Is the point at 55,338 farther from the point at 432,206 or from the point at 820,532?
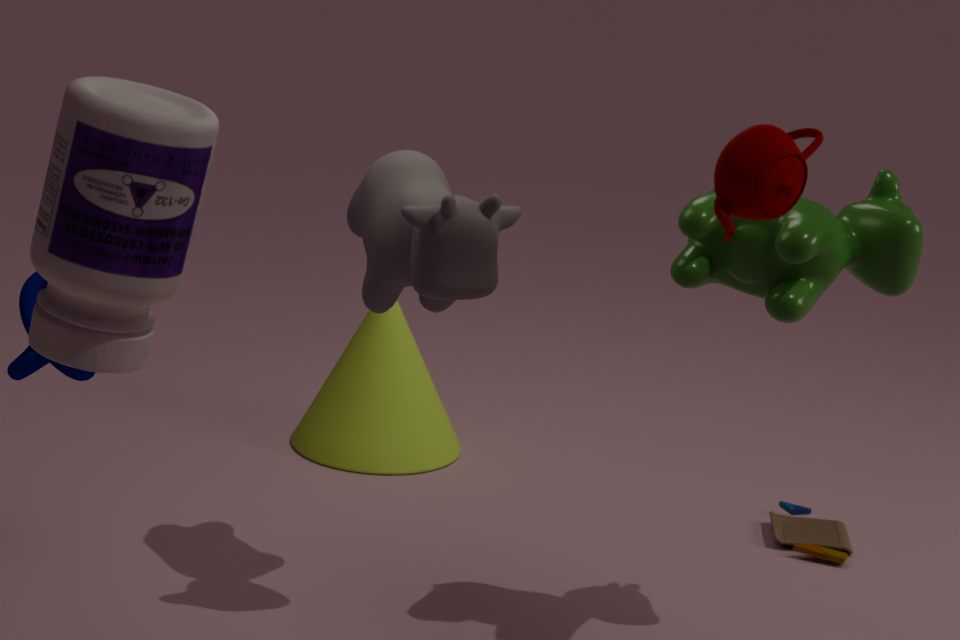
the point at 820,532
